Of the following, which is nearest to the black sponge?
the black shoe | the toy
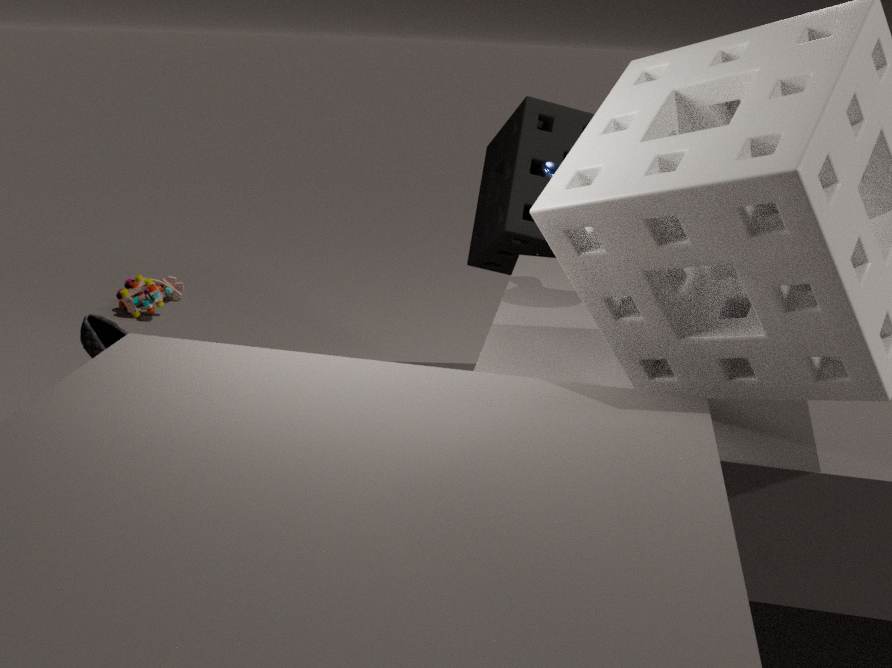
the black shoe
